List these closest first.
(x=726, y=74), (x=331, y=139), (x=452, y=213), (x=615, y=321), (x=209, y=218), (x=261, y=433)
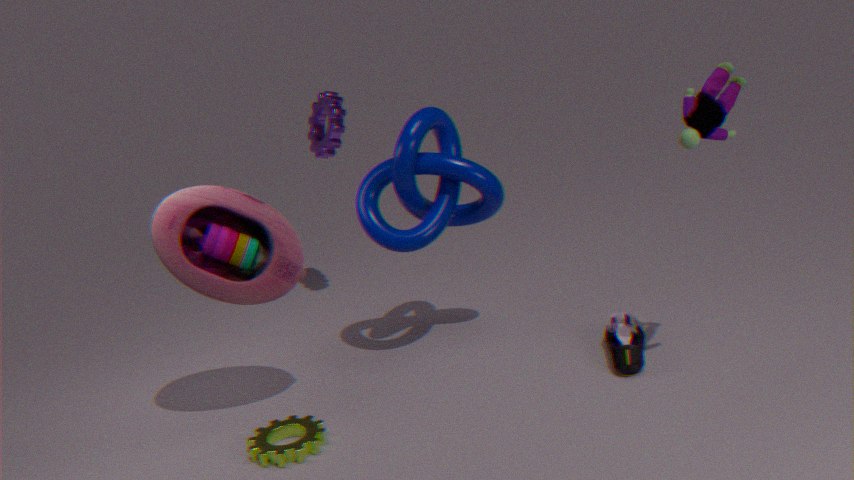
(x=726, y=74), (x=261, y=433), (x=209, y=218), (x=615, y=321), (x=452, y=213), (x=331, y=139)
